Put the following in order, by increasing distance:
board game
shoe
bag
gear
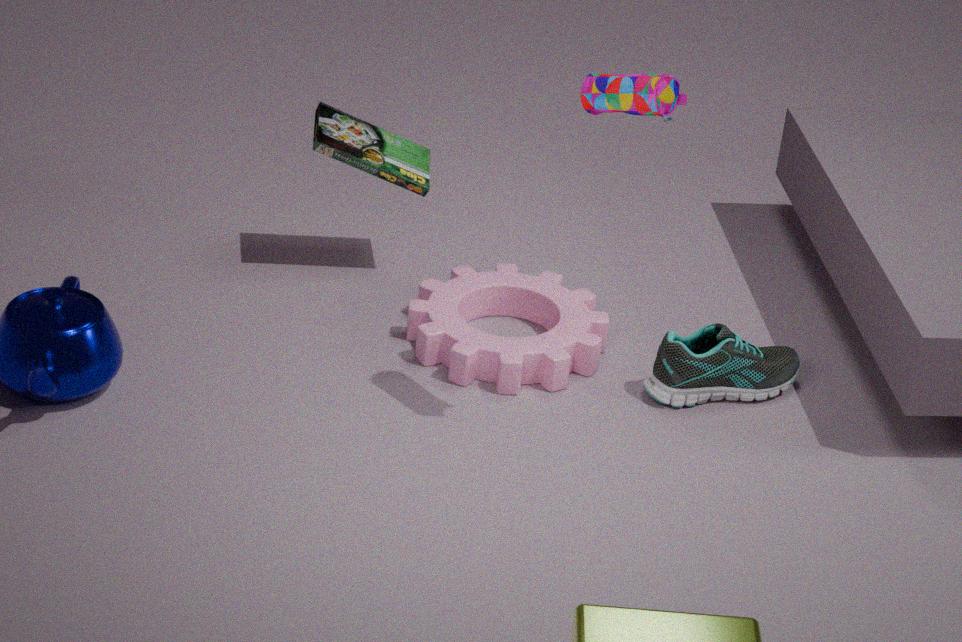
bag, shoe, gear, board game
